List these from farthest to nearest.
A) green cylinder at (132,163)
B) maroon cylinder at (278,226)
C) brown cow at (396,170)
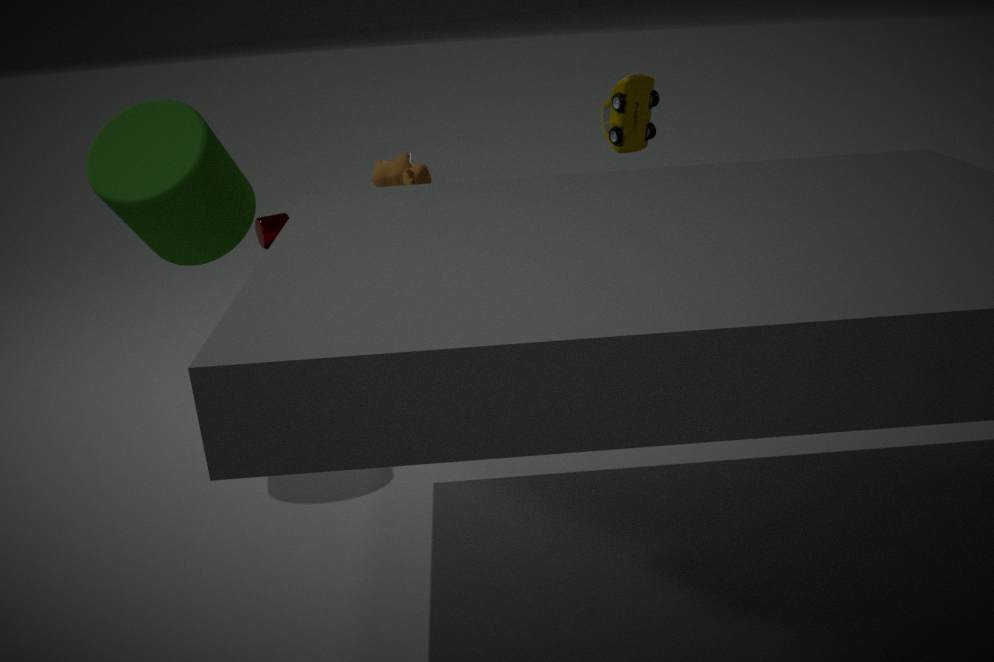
1. maroon cylinder at (278,226)
2. brown cow at (396,170)
3. green cylinder at (132,163)
